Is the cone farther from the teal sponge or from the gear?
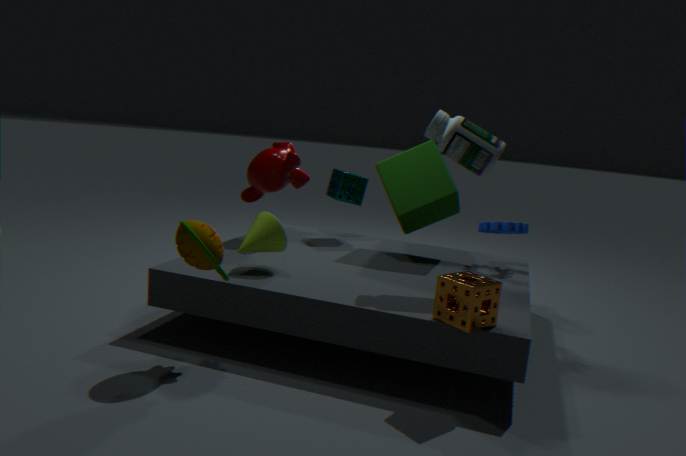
the gear
